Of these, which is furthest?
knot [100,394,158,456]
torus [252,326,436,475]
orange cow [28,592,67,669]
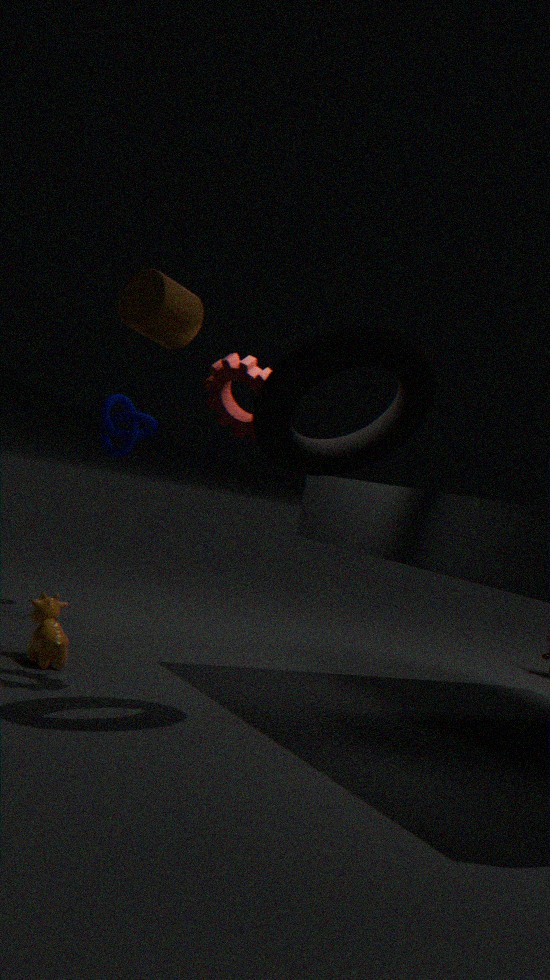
knot [100,394,158,456]
